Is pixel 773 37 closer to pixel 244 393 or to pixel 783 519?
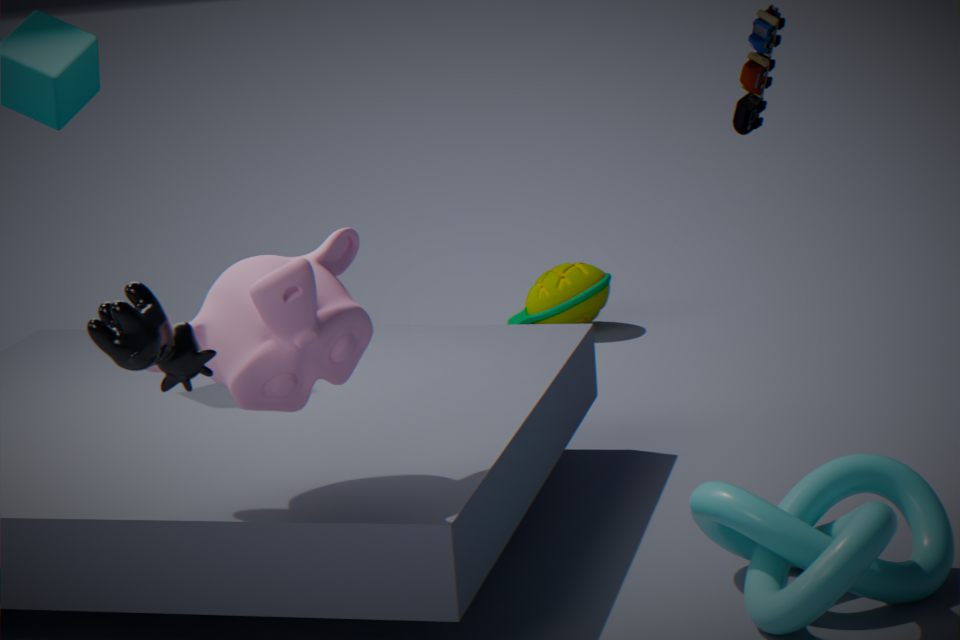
pixel 783 519
